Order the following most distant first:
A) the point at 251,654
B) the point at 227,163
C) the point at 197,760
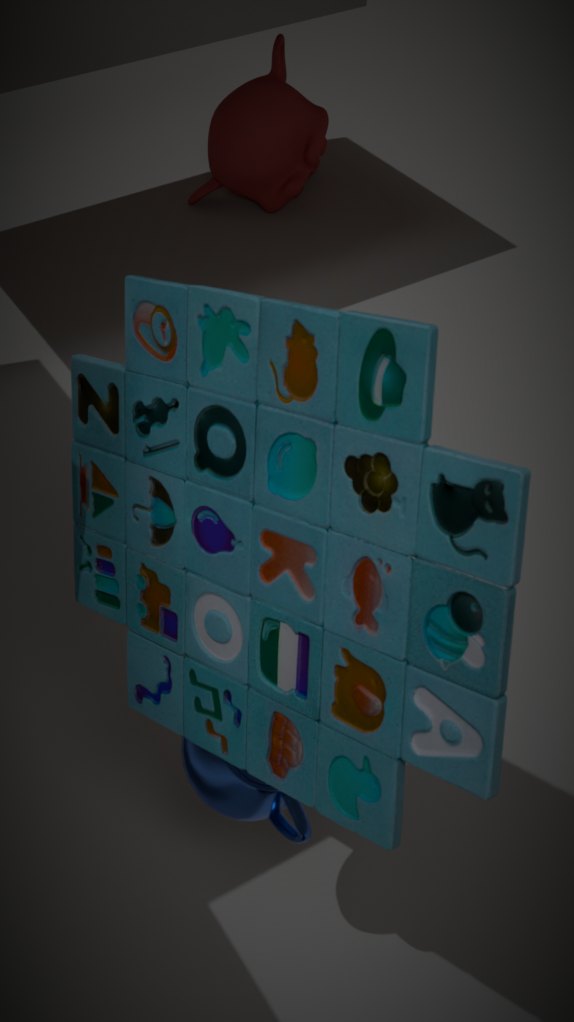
the point at 227,163, the point at 197,760, the point at 251,654
